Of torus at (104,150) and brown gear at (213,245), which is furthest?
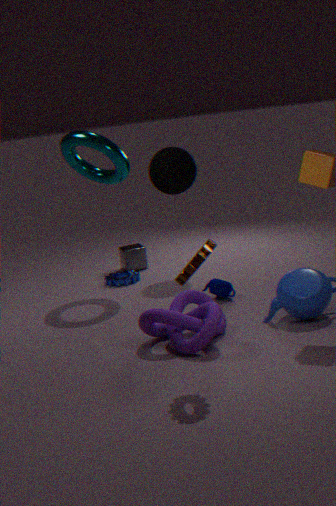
torus at (104,150)
